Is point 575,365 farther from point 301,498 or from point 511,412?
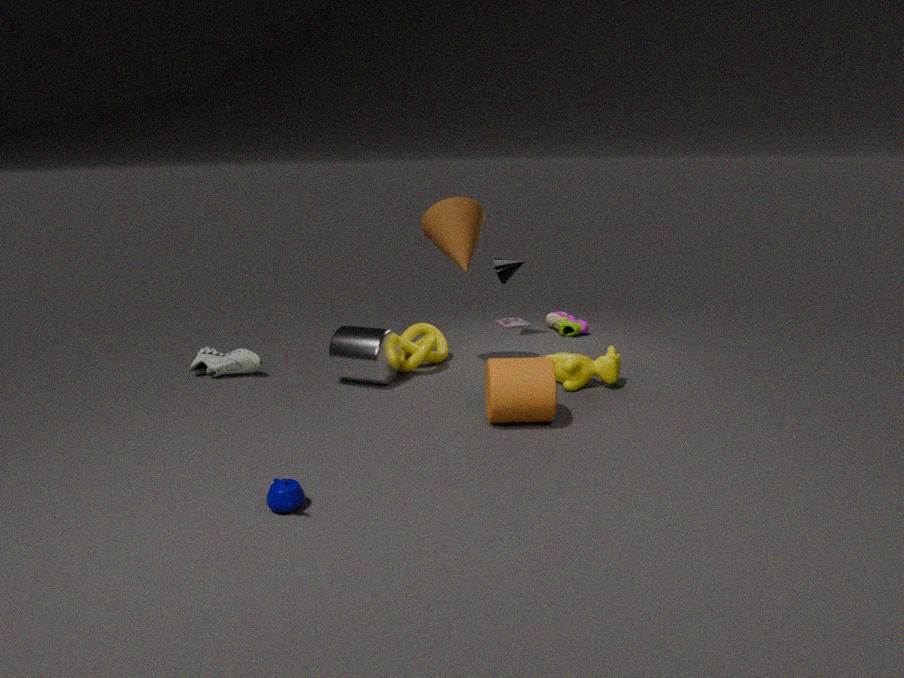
point 301,498
